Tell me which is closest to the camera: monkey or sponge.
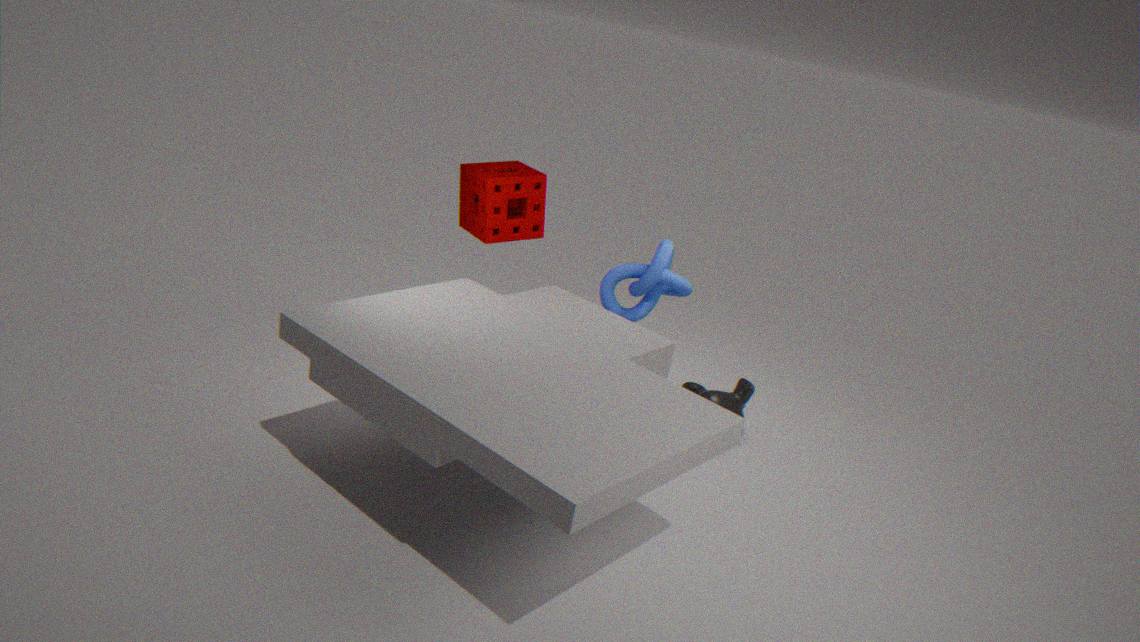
sponge
